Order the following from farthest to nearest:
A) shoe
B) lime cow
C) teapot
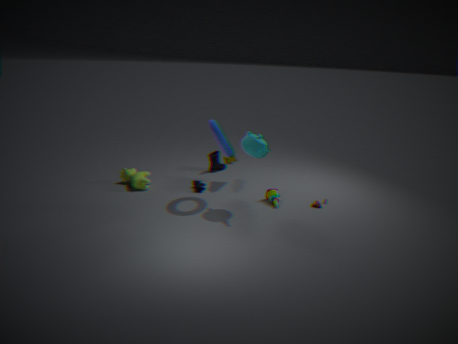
shoe
lime cow
teapot
